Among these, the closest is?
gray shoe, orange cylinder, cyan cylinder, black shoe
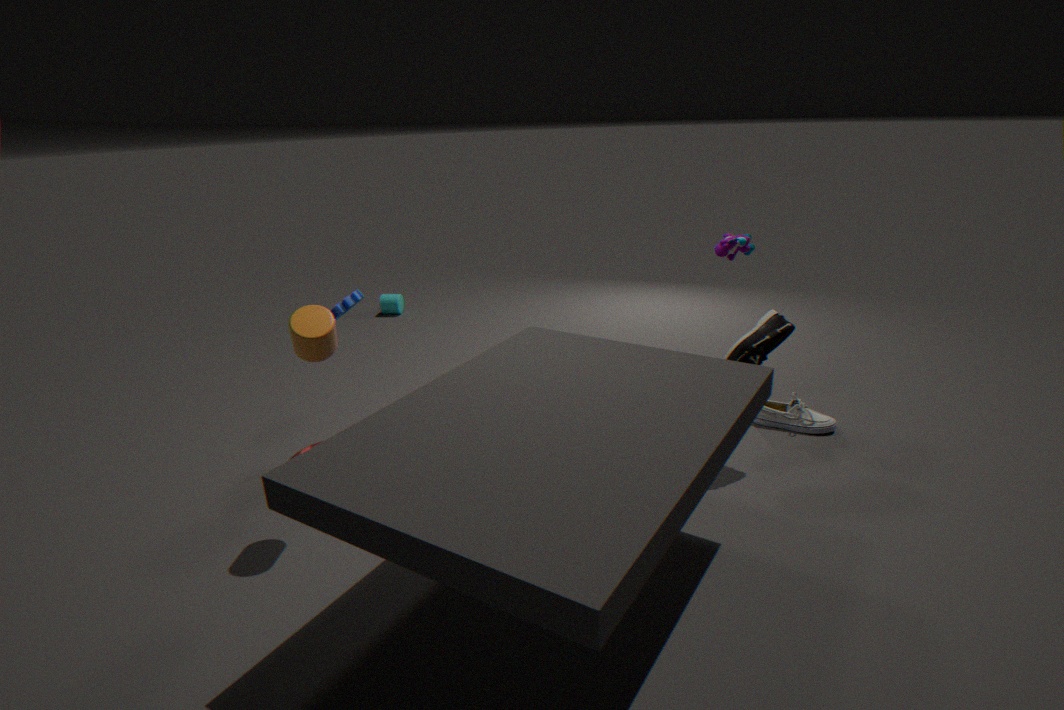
orange cylinder
